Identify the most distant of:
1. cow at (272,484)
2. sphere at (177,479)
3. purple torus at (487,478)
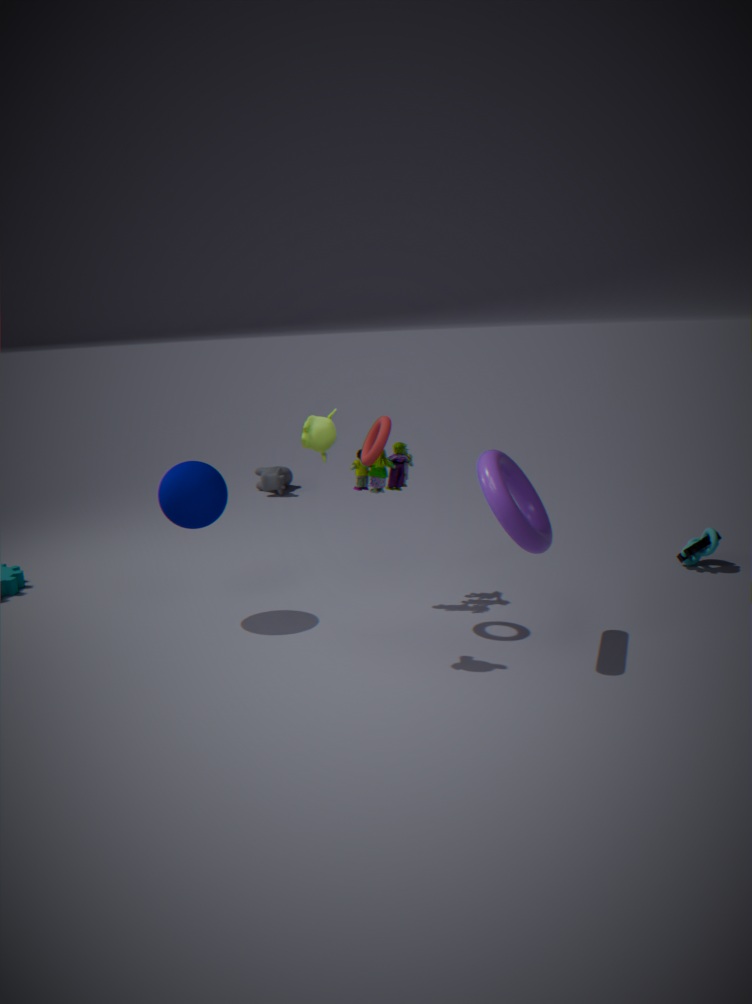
cow at (272,484)
